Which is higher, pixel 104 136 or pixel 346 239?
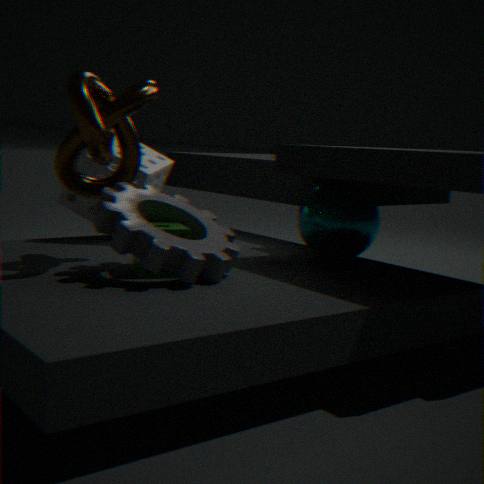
pixel 104 136
